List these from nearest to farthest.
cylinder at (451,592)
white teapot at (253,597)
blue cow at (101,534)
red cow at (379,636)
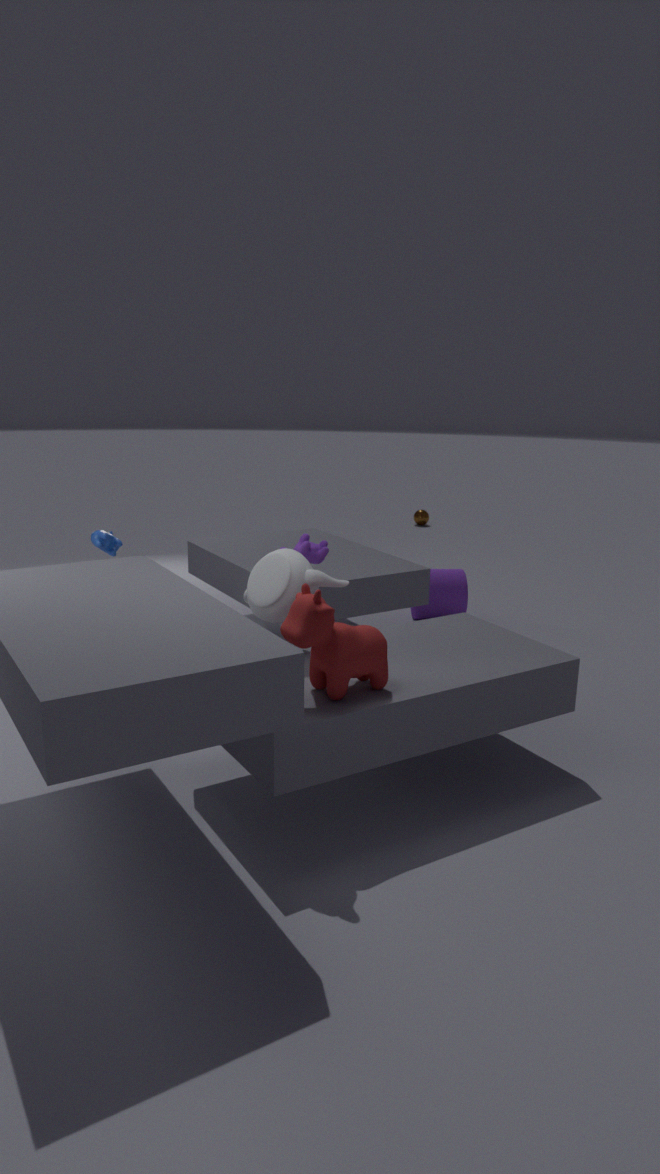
red cow at (379,636) → white teapot at (253,597) → blue cow at (101,534) → cylinder at (451,592)
